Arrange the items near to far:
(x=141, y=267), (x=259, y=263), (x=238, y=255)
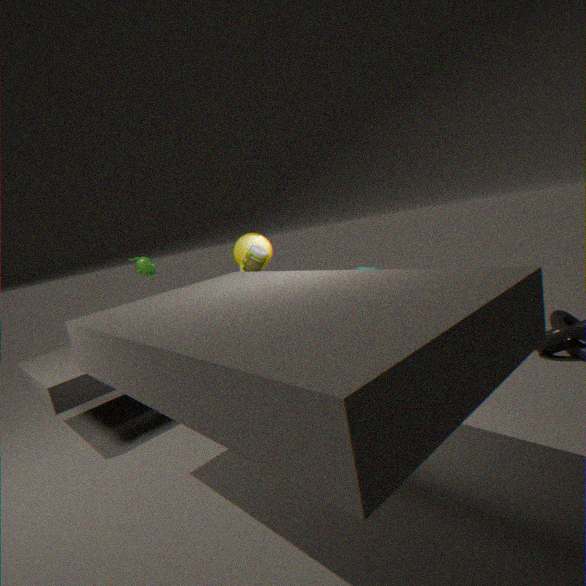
(x=141, y=267)
(x=259, y=263)
(x=238, y=255)
